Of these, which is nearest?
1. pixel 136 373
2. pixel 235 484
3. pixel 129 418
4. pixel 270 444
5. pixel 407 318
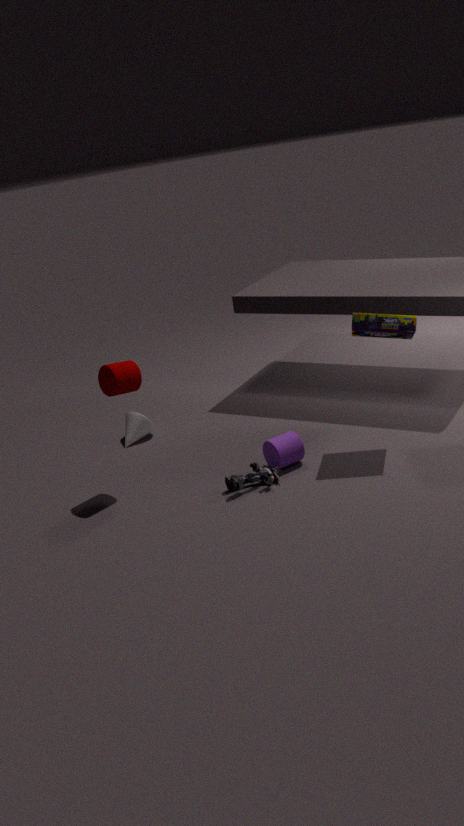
pixel 407 318
